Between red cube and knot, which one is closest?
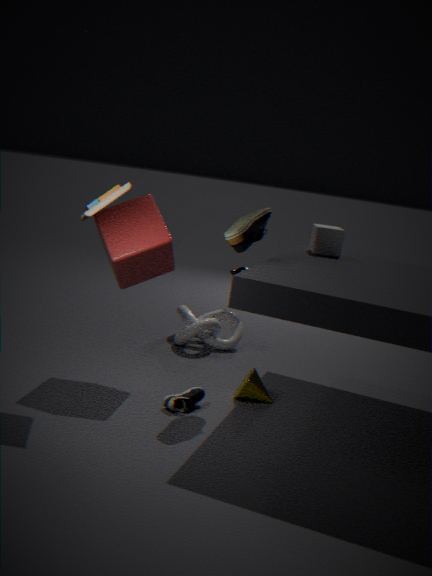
red cube
